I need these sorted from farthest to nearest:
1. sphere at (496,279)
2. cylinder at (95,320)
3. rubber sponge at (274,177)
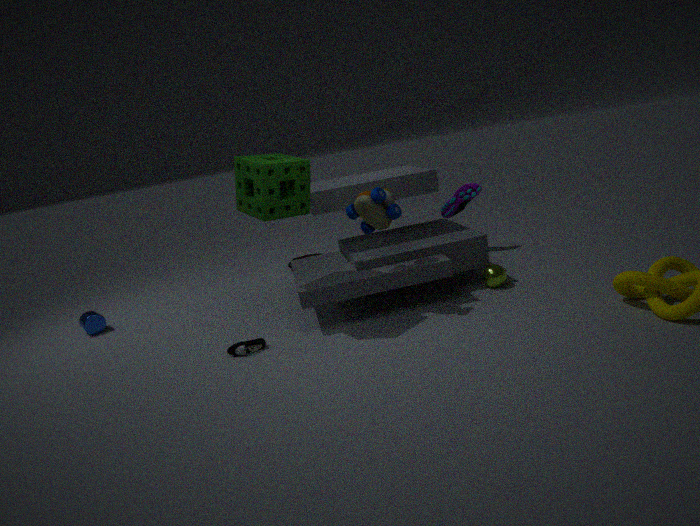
cylinder at (95,320) → sphere at (496,279) → rubber sponge at (274,177)
